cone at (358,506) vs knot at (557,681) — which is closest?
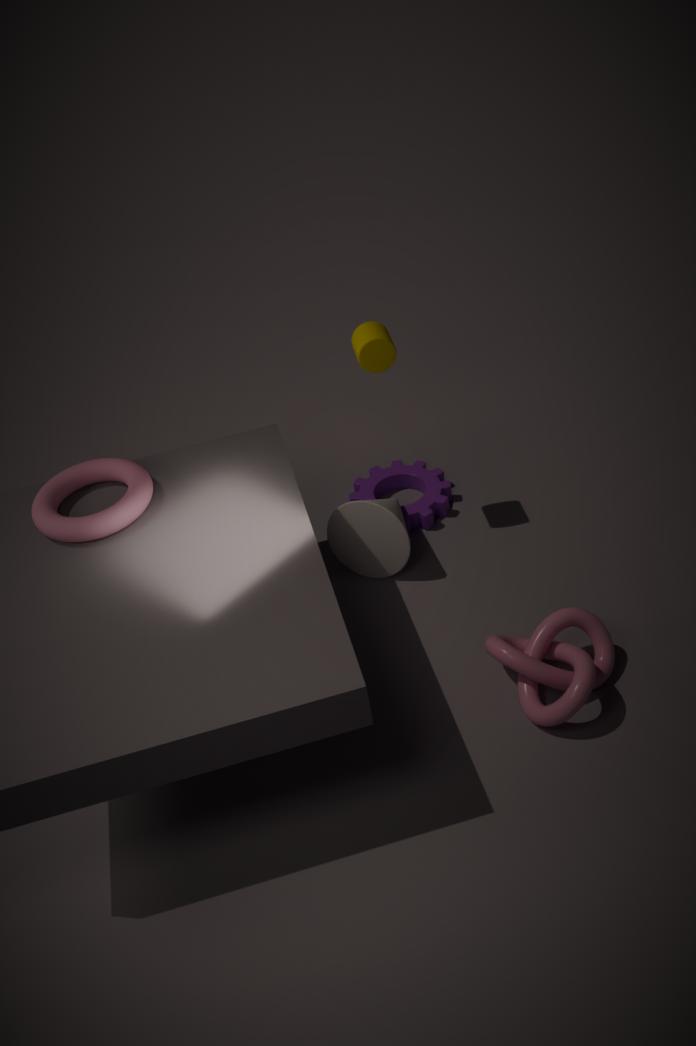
knot at (557,681)
